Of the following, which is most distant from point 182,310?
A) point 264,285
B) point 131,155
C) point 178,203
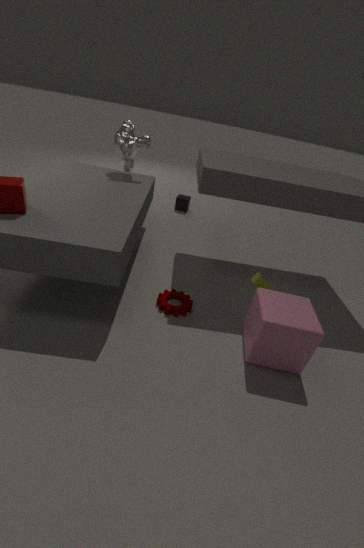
point 178,203
